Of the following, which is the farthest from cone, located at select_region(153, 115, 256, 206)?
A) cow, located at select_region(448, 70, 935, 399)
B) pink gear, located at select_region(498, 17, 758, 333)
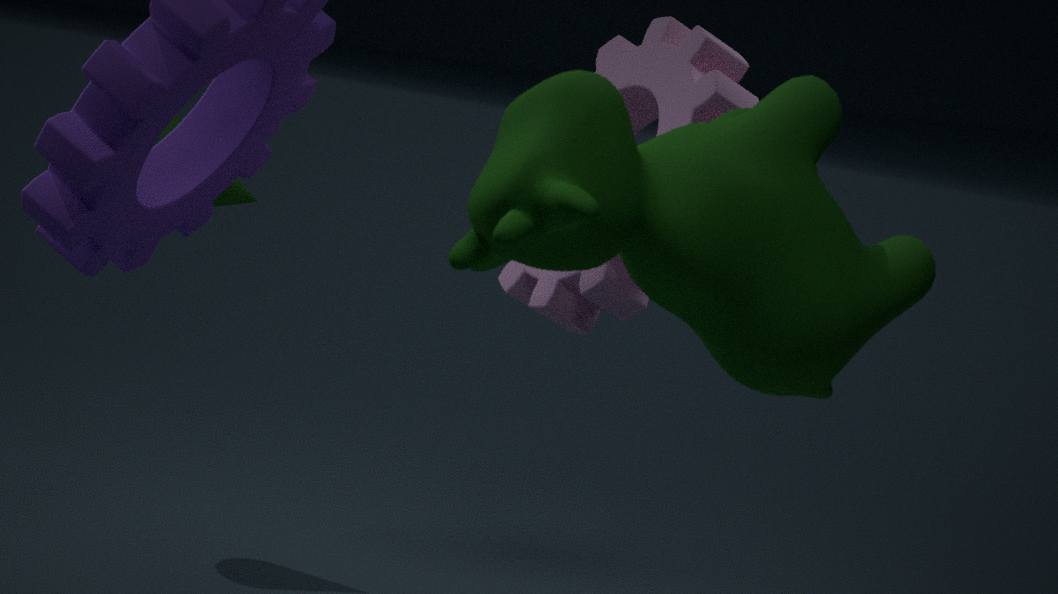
cow, located at select_region(448, 70, 935, 399)
